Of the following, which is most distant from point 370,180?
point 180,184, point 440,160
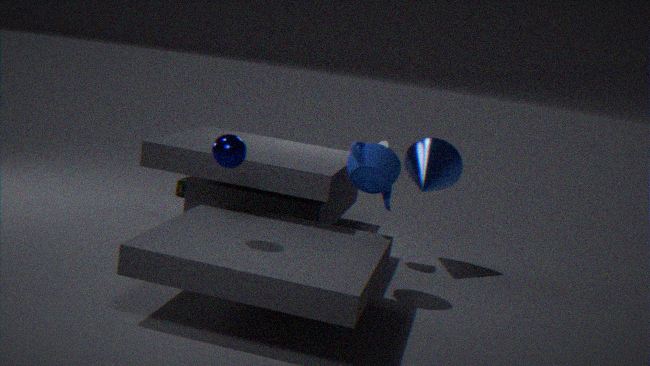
point 180,184
